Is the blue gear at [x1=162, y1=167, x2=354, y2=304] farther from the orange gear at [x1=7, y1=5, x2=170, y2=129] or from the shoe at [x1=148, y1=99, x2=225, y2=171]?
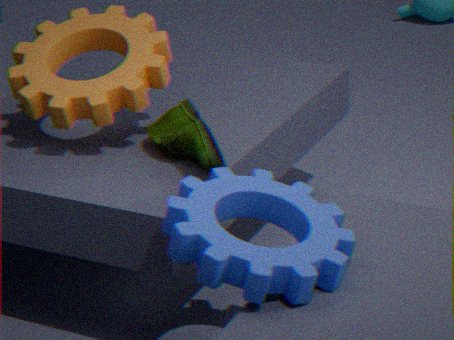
the orange gear at [x1=7, y1=5, x2=170, y2=129]
